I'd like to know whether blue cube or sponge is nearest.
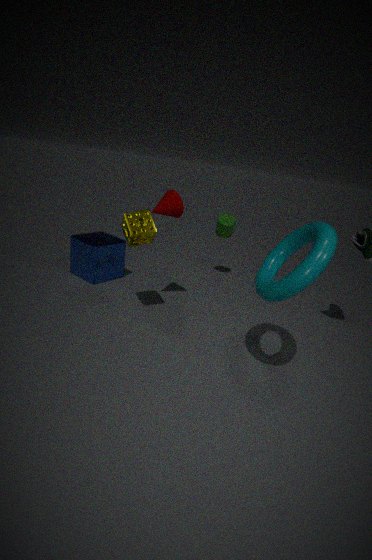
sponge
